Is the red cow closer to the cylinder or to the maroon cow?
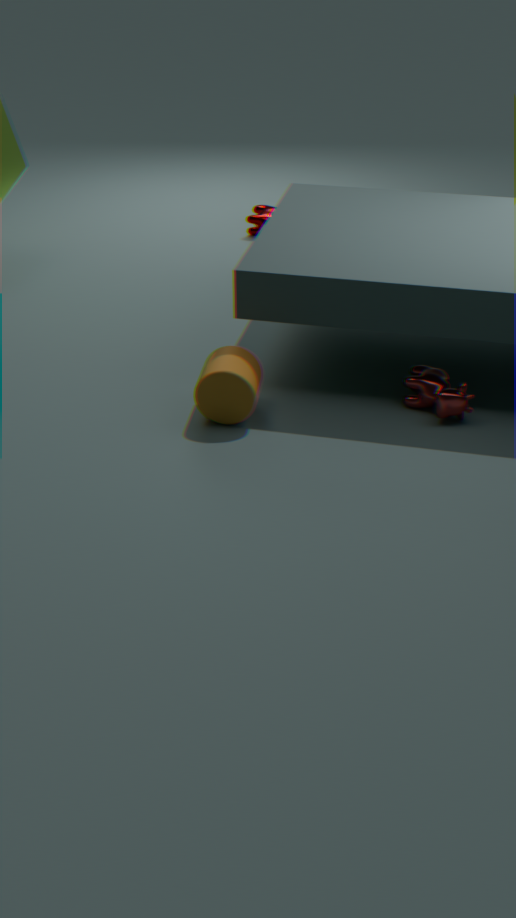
the cylinder
